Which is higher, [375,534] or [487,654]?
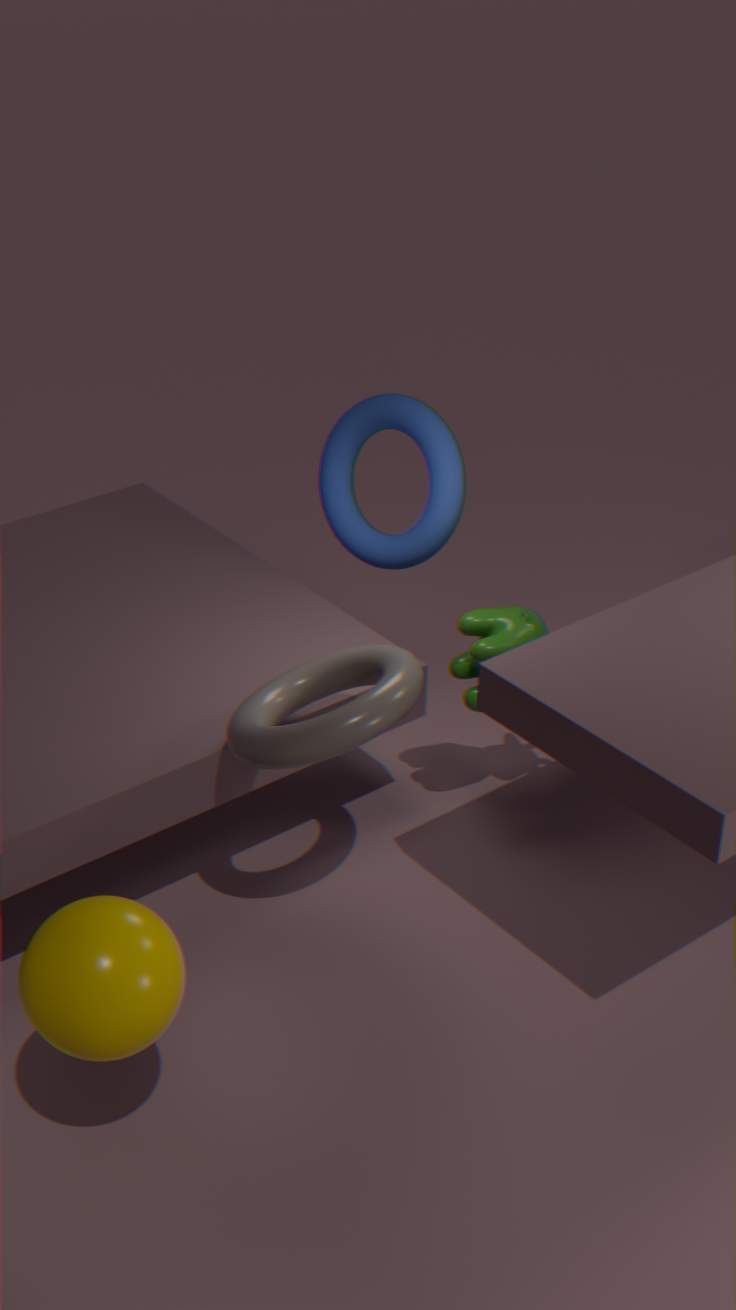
[375,534]
